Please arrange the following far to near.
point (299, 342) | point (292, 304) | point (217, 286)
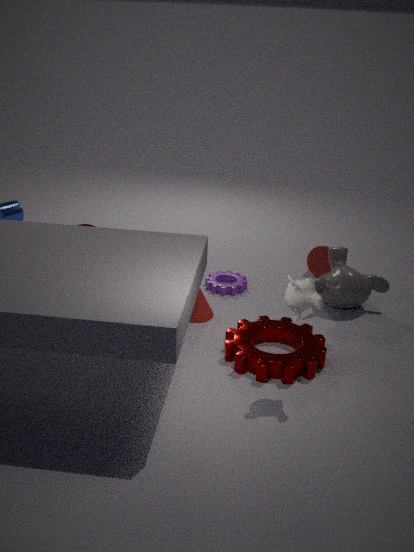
1. point (217, 286)
2. point (299, 342)
3. point (292, 304)
